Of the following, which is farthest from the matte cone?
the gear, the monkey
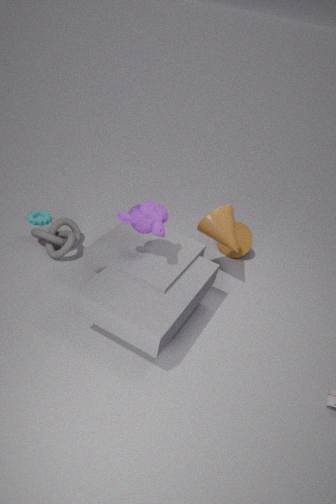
the gear
